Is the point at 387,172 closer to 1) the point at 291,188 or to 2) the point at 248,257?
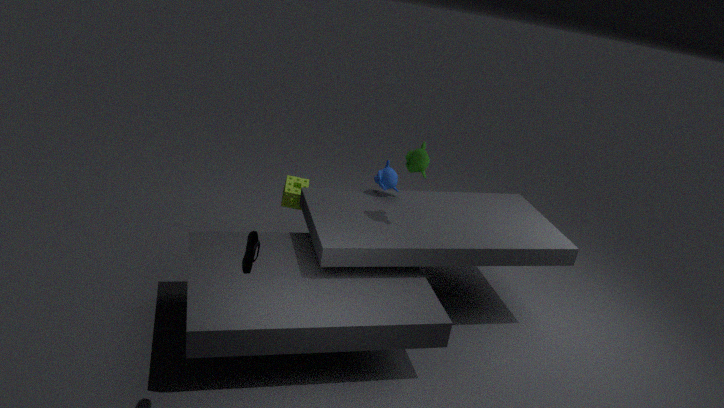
1) the point at 291,188
